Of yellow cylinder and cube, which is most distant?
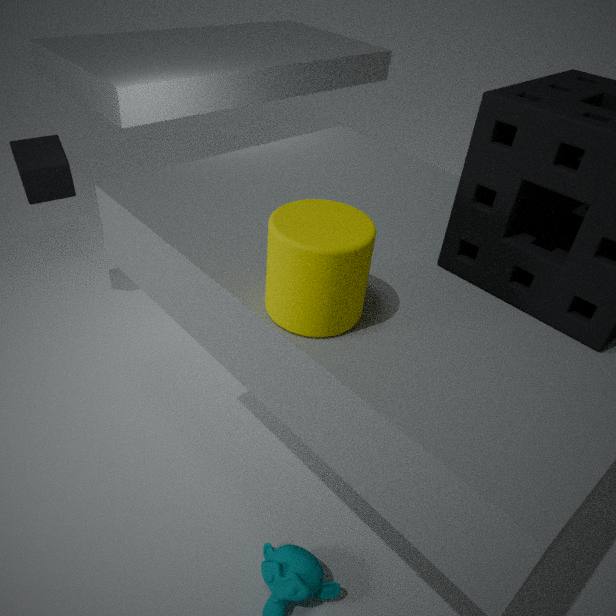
cube
